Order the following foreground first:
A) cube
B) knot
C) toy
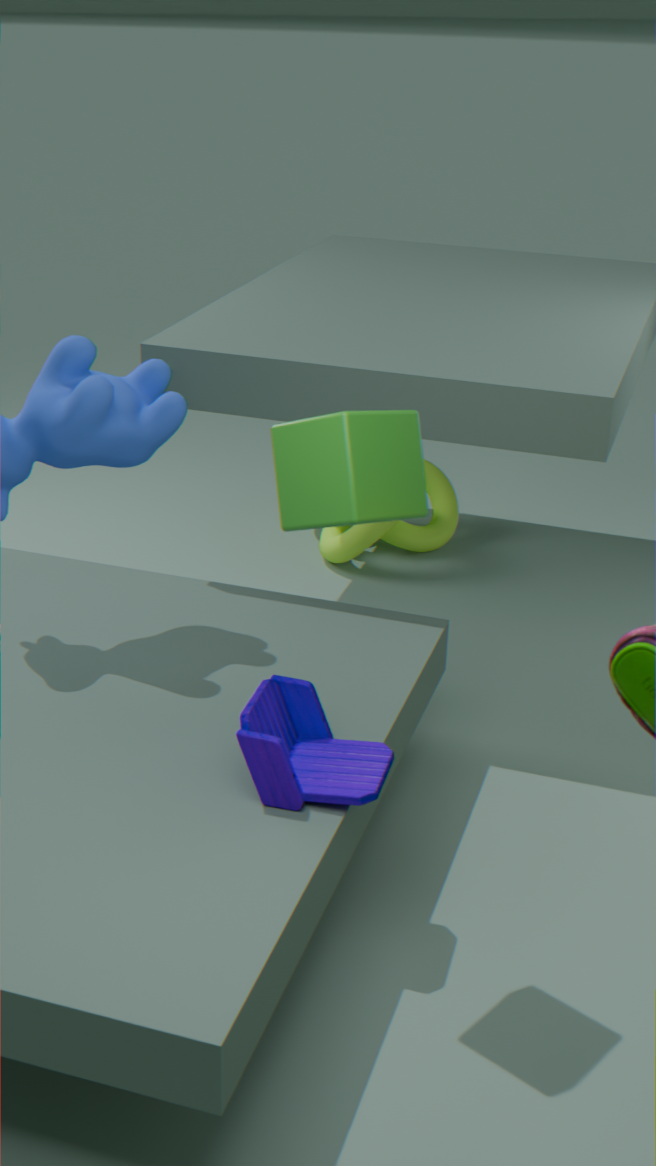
cube
toy
knot
